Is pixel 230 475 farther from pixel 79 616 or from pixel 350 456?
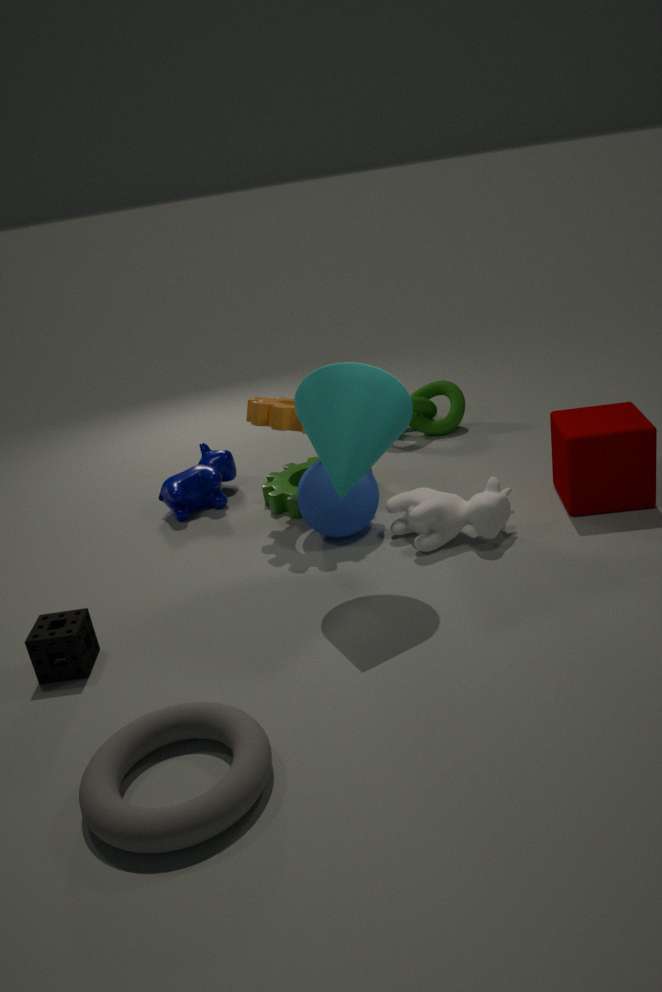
pixel 350 456
